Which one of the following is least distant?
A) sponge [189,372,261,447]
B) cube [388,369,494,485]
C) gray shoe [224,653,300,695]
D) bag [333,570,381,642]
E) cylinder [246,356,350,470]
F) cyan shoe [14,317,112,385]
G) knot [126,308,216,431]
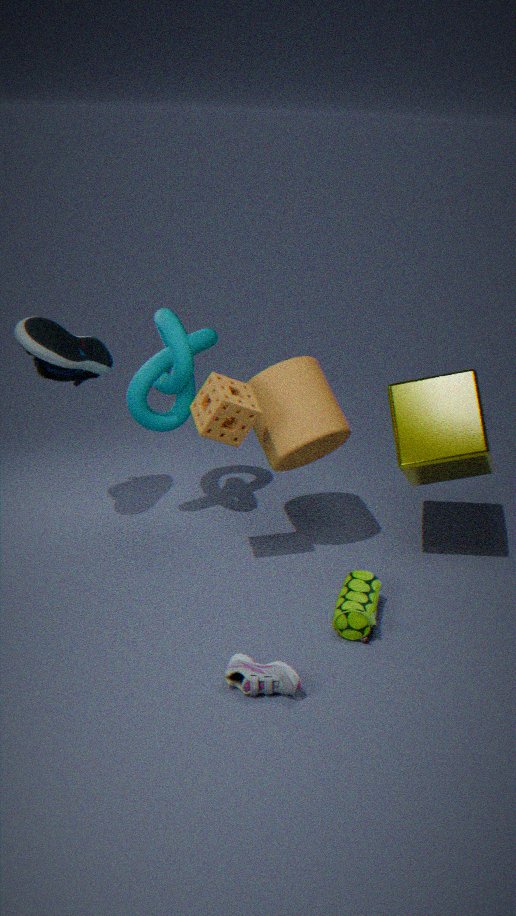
gray shoe [224,653,300,695]
